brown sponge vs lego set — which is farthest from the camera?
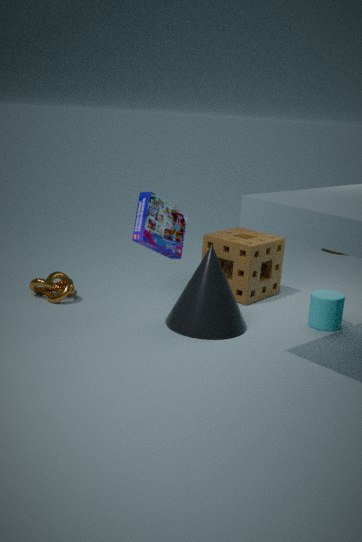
brown sponge
